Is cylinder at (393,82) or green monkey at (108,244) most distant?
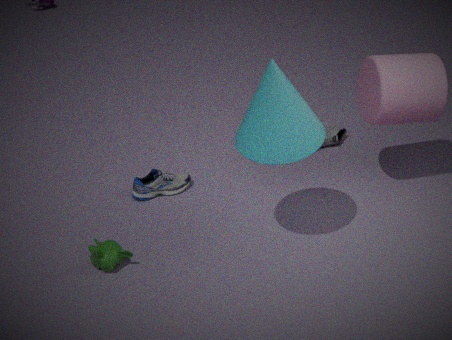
cylinder at (393,82)
